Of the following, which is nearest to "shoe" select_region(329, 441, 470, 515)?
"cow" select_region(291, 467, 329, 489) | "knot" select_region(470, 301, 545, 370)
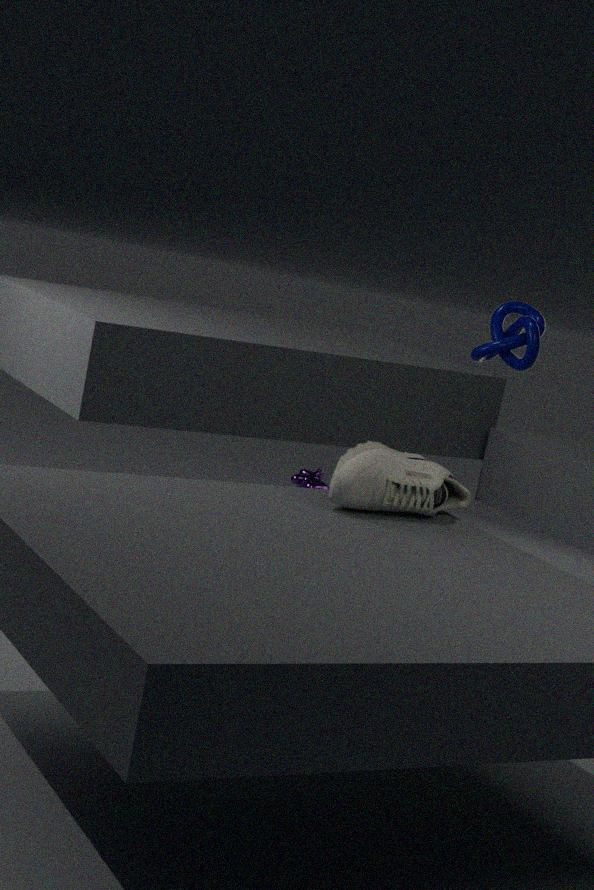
"knot" select_region(470, 301, 545, 370)
